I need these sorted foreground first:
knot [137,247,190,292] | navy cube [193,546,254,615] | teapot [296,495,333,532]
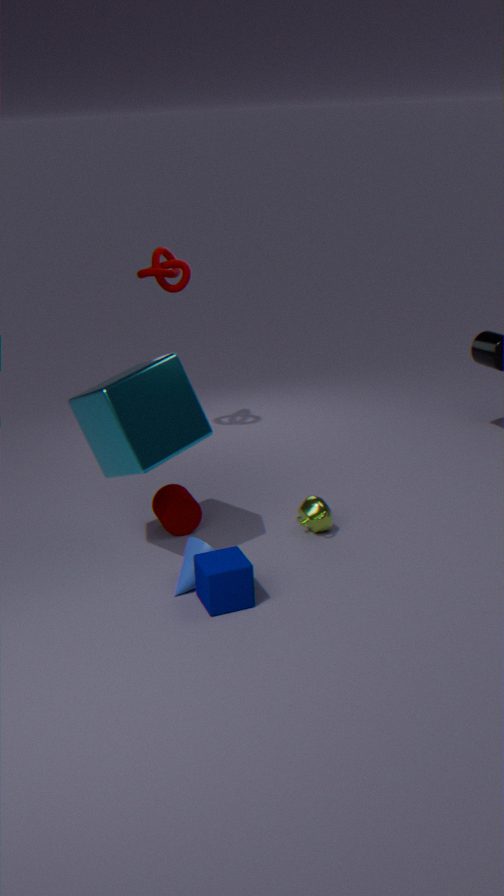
navy cube [193,546,254,615] → teapot [296,495,333,532] → knot [137,247,190,292]
